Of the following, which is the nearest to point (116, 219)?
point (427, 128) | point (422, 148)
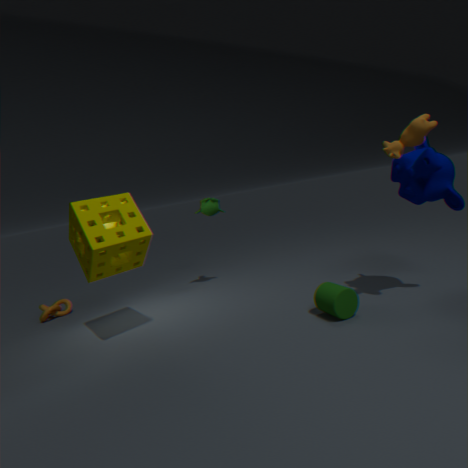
point (427, 128)
